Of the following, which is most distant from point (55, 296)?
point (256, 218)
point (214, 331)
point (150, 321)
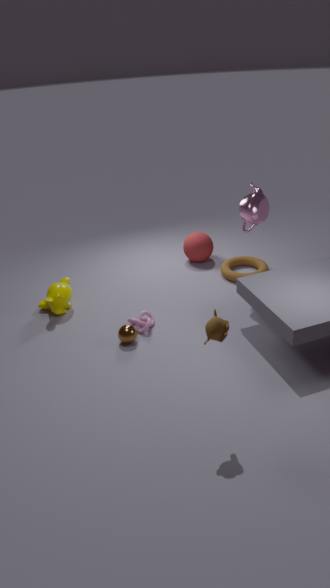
point (214, 331)
